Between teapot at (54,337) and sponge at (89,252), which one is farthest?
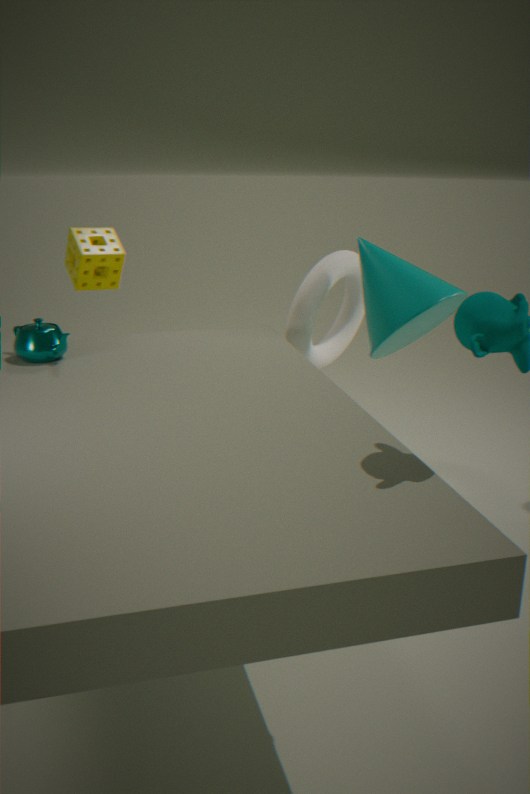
sponge at (89,252)
